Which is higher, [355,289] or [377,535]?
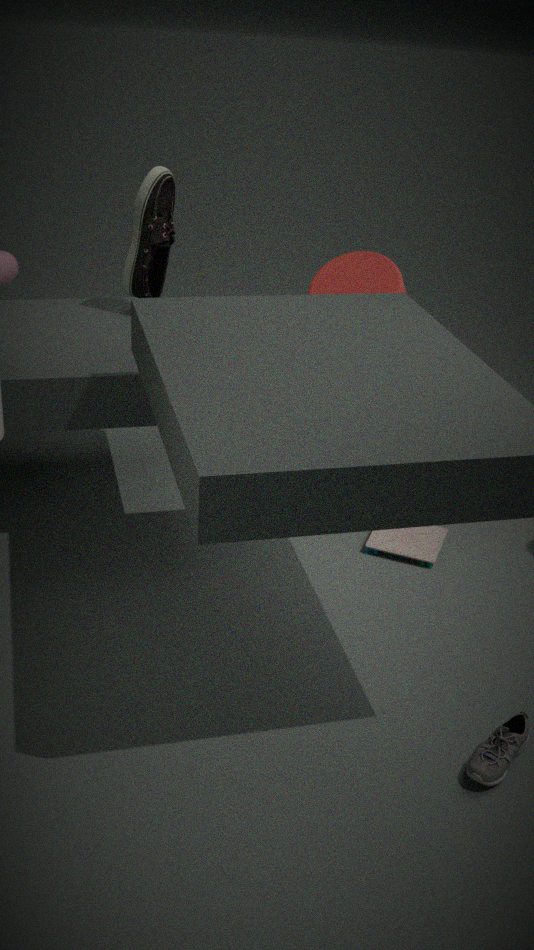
[355,289]
